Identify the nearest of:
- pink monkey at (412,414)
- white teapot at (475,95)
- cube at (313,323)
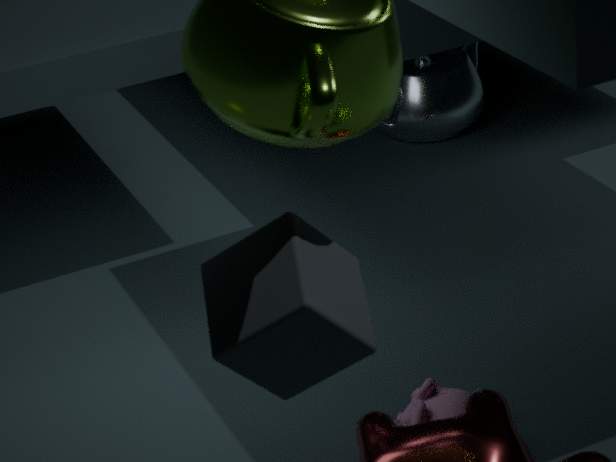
cube at (313,323)
